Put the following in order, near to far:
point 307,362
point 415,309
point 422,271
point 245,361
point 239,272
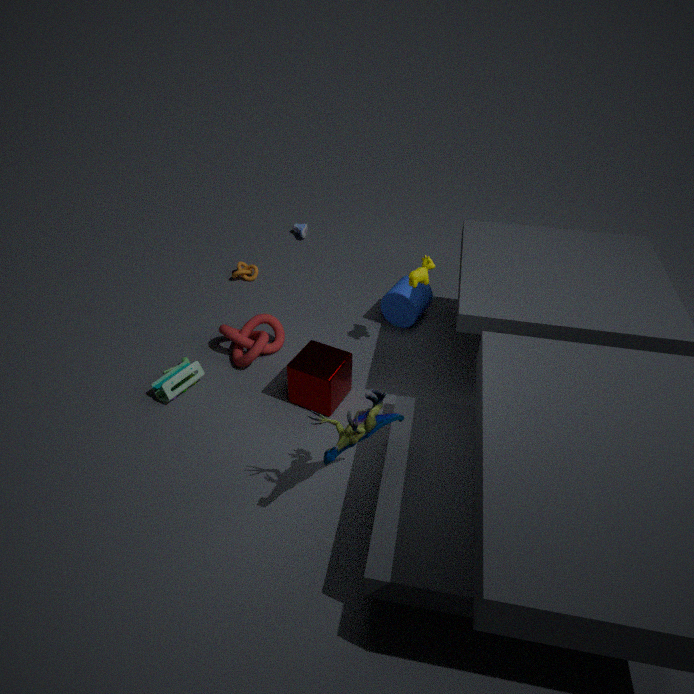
point 307,362
point 422,271
point 245,361
point 415,309
point 239,272
